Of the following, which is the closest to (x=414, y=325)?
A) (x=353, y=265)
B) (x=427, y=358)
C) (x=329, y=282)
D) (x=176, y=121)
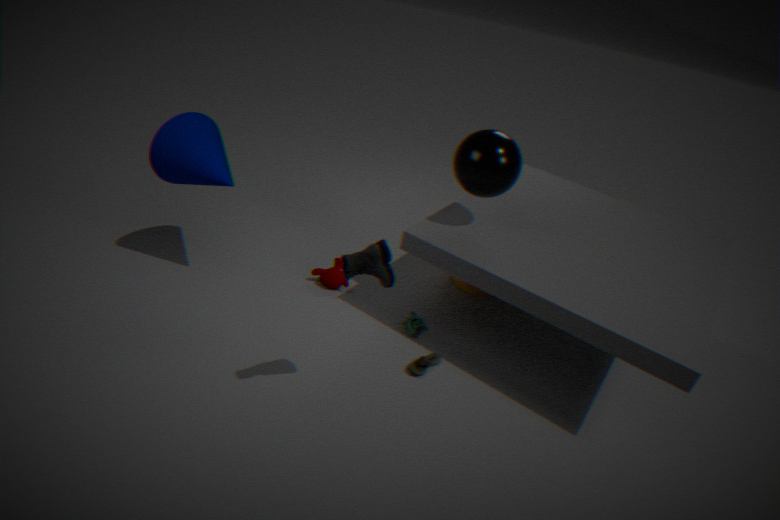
(x=427, y=358)
